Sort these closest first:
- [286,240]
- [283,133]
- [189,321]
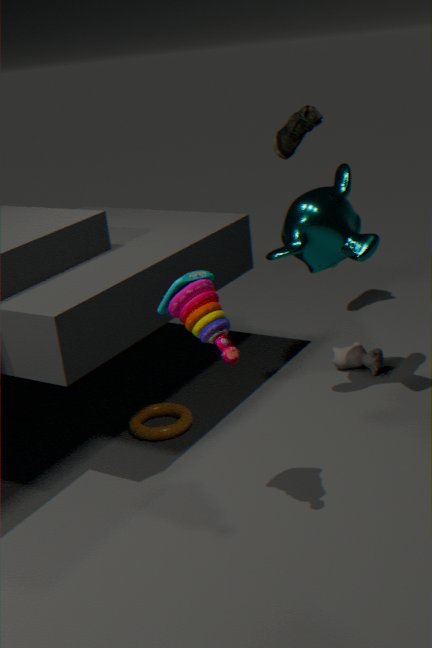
[189,321]
[286,240]
[283,133]
